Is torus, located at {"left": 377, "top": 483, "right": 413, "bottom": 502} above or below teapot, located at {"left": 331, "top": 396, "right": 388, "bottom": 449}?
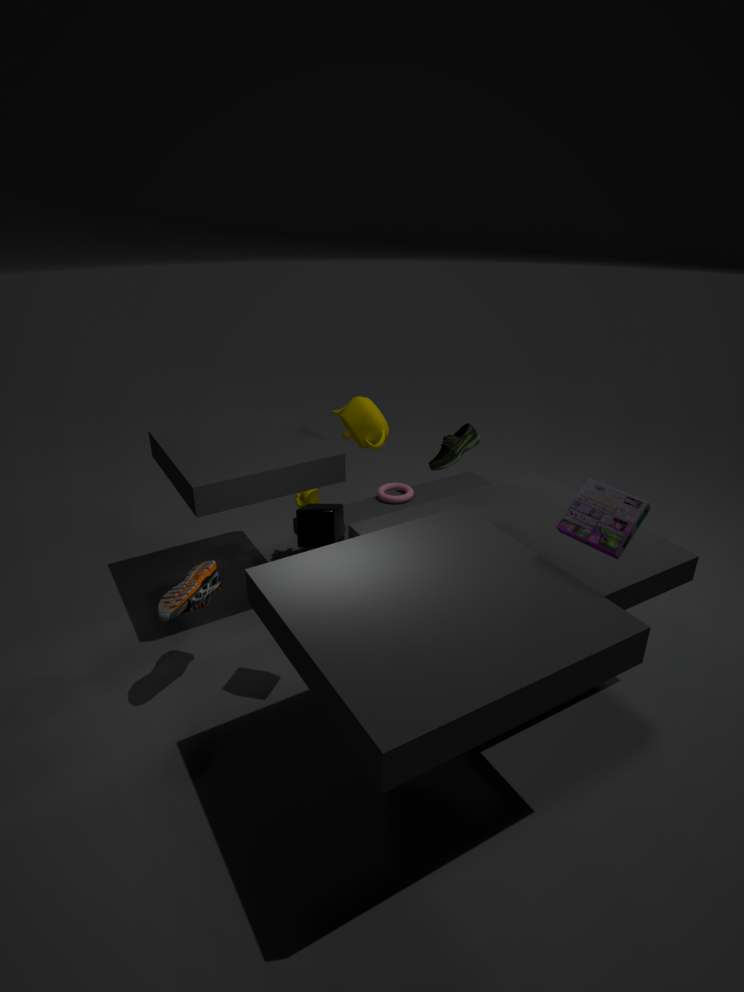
below
